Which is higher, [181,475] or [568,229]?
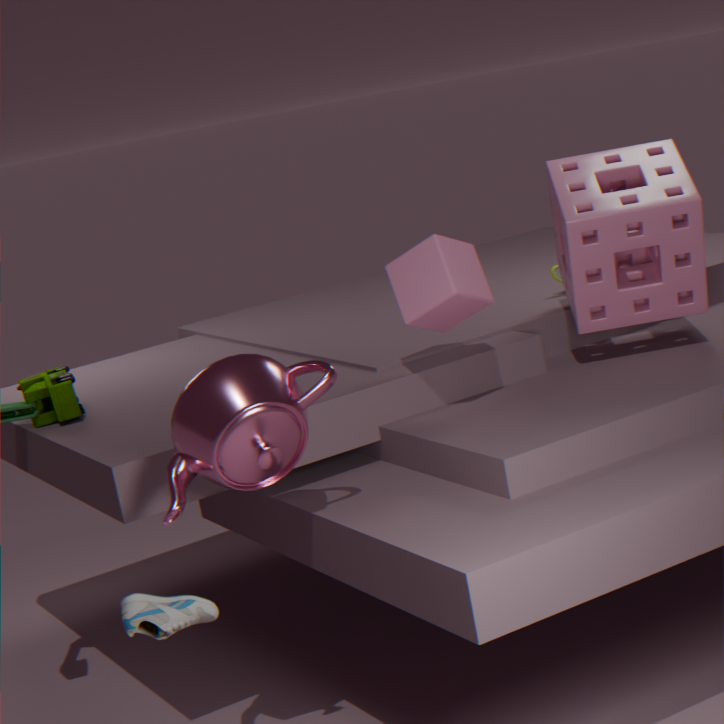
[568,229]
